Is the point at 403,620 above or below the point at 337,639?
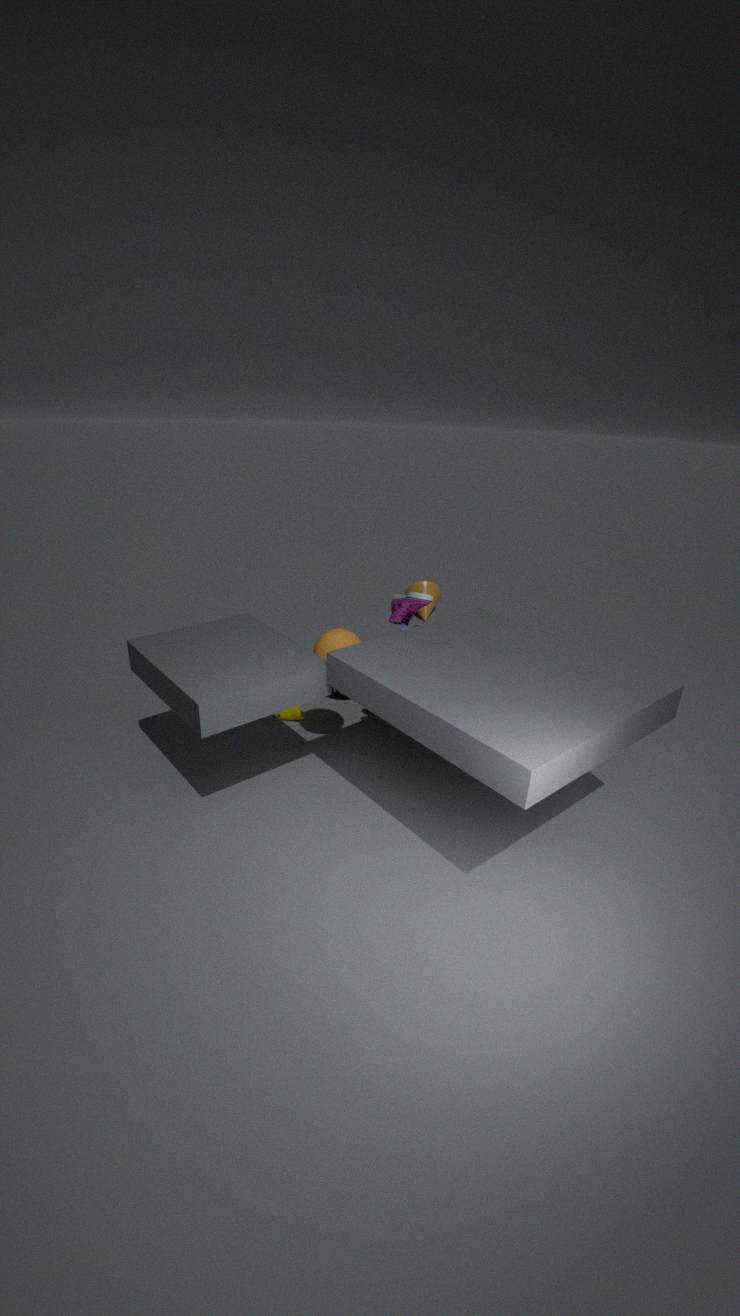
above
